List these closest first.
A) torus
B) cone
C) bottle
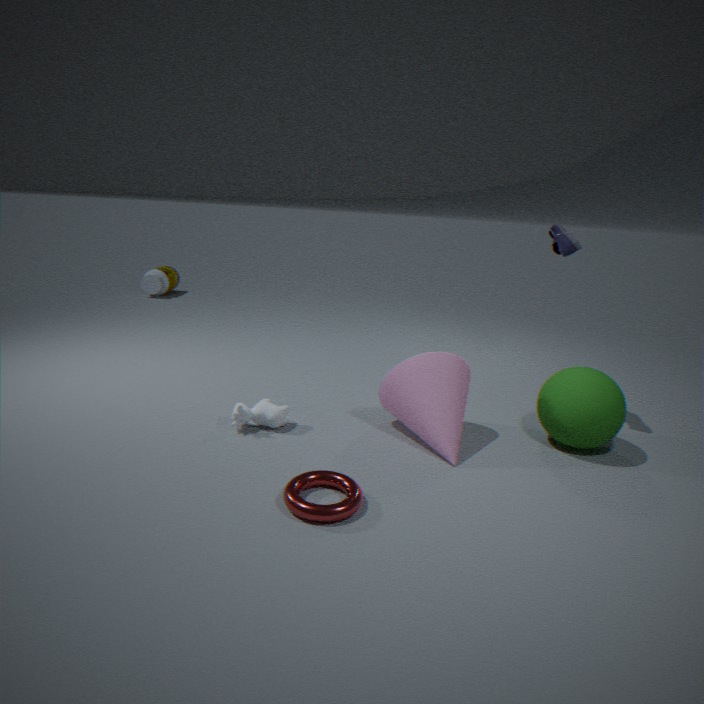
torus < cone < bottle
